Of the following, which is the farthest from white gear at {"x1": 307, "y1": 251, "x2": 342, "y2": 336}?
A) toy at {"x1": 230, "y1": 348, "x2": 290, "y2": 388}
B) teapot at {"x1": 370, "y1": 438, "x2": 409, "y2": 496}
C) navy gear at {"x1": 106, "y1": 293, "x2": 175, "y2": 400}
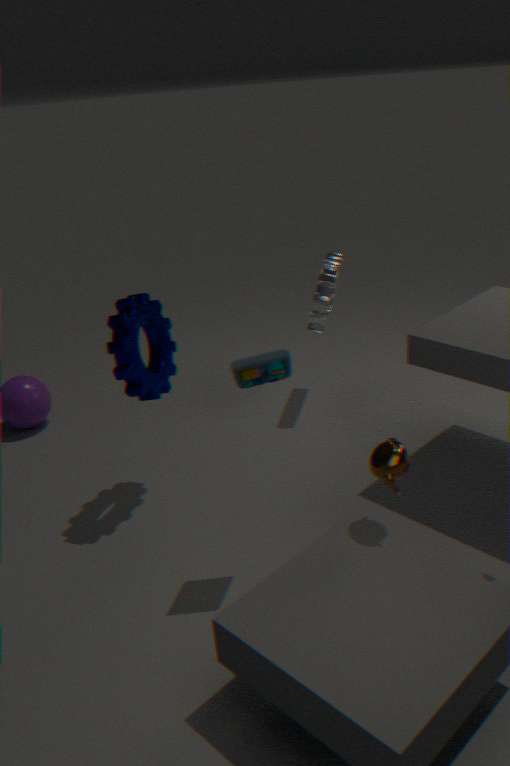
teapot at {"x1": 370, "y1": 438, "x2": 409, "y2": 496}
